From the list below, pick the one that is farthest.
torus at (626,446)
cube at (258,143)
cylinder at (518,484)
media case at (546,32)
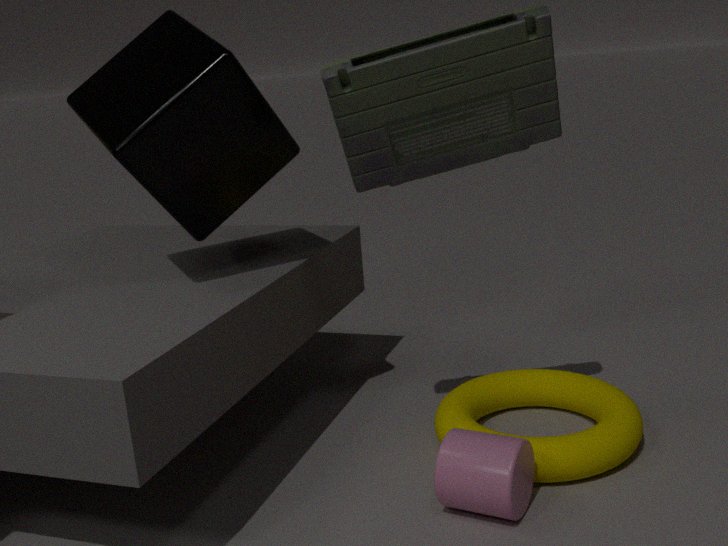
torus at (626,446)
